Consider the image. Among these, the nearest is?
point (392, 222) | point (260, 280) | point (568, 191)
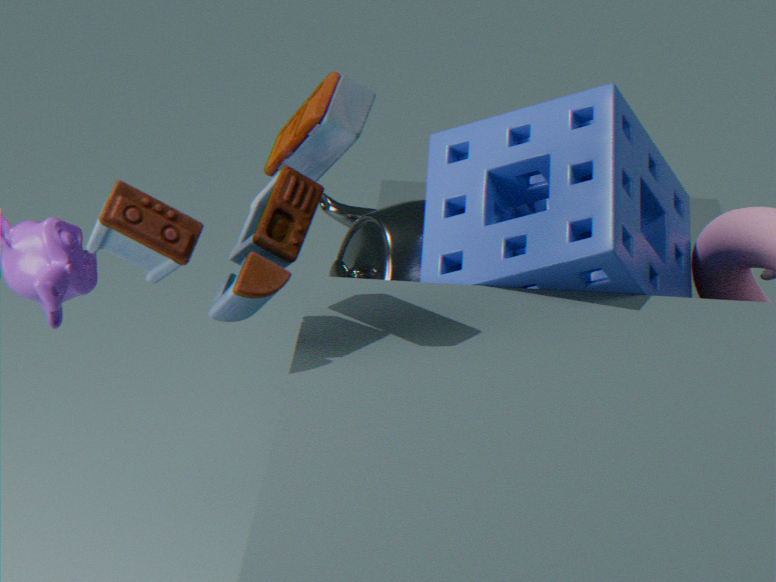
point (260, 280)
